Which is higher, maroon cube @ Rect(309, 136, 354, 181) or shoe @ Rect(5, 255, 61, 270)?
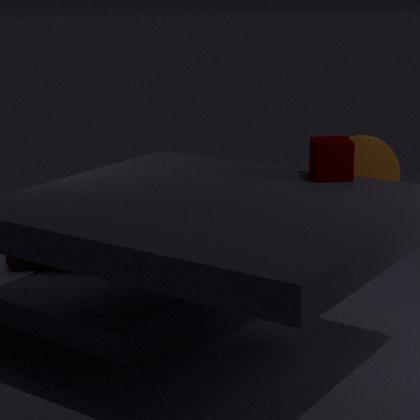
maroon cube @ Rect(309, 136, 354, 181)
